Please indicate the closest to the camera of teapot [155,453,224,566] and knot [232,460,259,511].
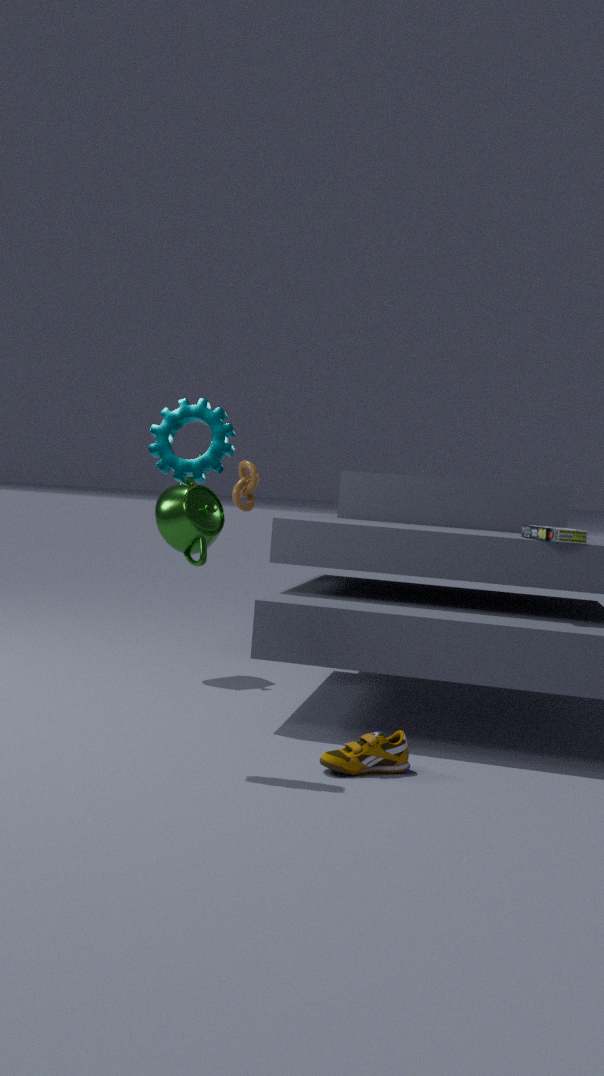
teapot [155,453,224,566]
